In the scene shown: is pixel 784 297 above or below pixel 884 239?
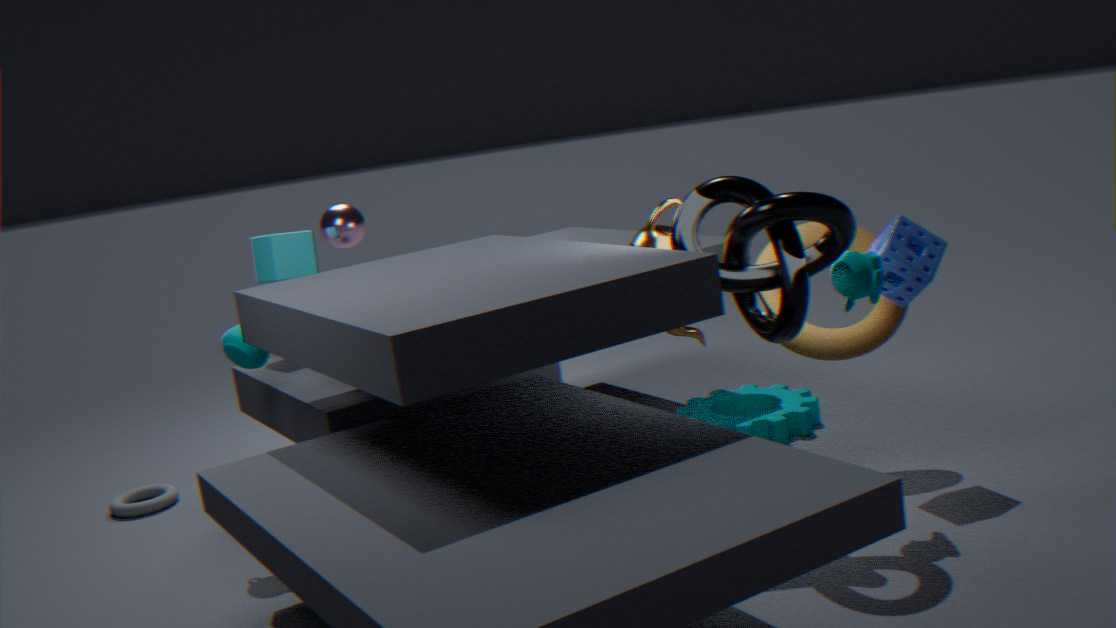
above
